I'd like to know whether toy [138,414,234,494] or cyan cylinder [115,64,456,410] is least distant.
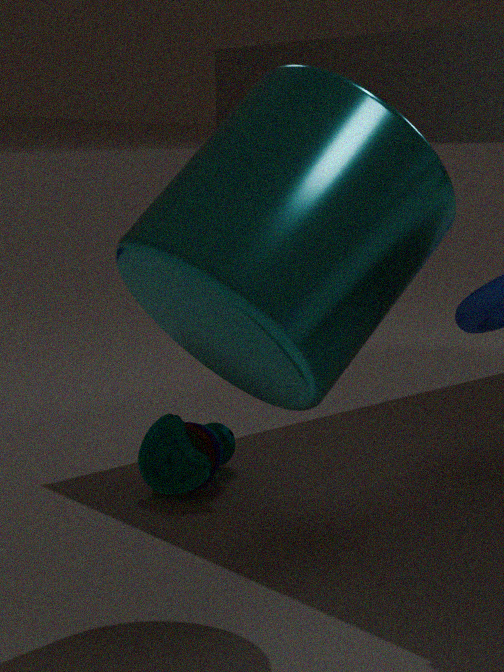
cyan cylinder [115,64,456,410]
